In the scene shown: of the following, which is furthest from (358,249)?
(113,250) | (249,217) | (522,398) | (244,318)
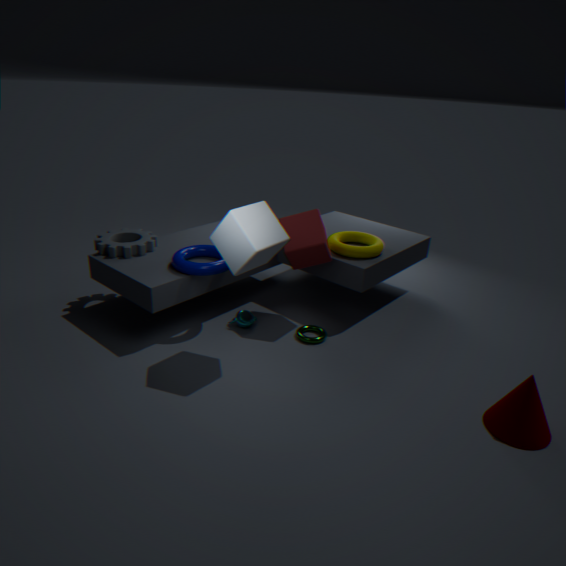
(113,250)
